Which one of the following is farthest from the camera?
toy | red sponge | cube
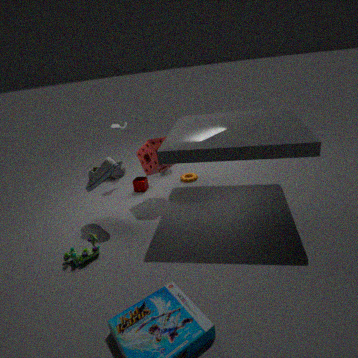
cube
